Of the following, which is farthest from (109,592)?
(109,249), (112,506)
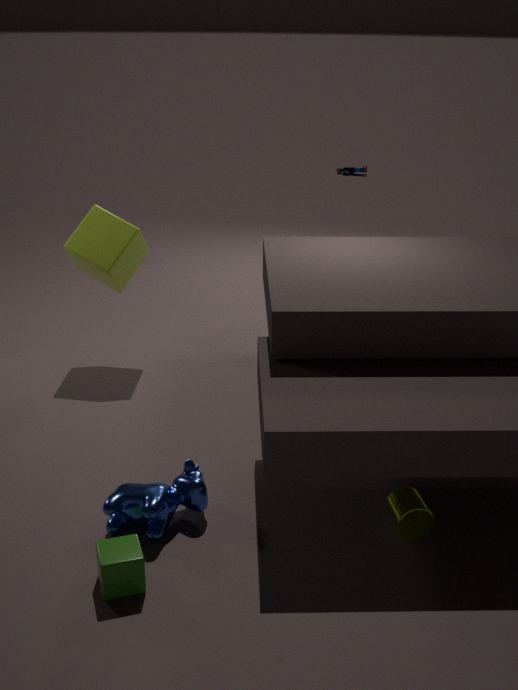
(109,249)
